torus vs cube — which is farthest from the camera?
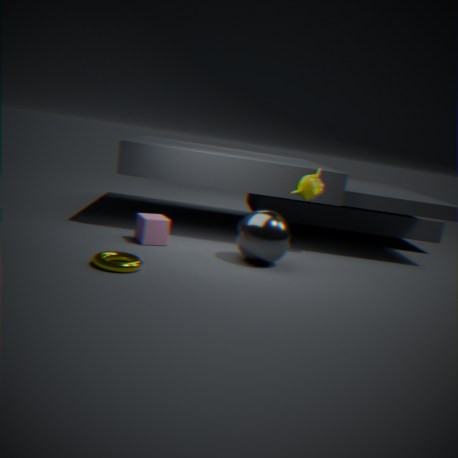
cube
